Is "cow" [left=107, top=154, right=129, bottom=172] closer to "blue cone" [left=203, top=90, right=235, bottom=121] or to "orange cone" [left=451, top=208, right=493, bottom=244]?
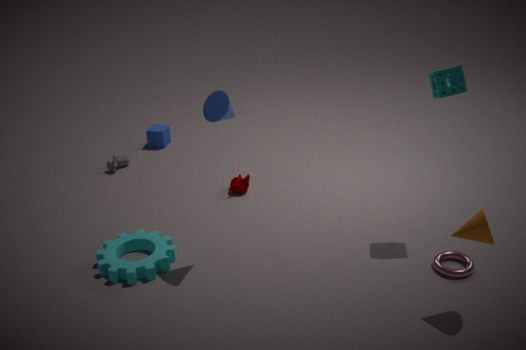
"blue cone" [left=203, top=90, right=235, bottom=121]
